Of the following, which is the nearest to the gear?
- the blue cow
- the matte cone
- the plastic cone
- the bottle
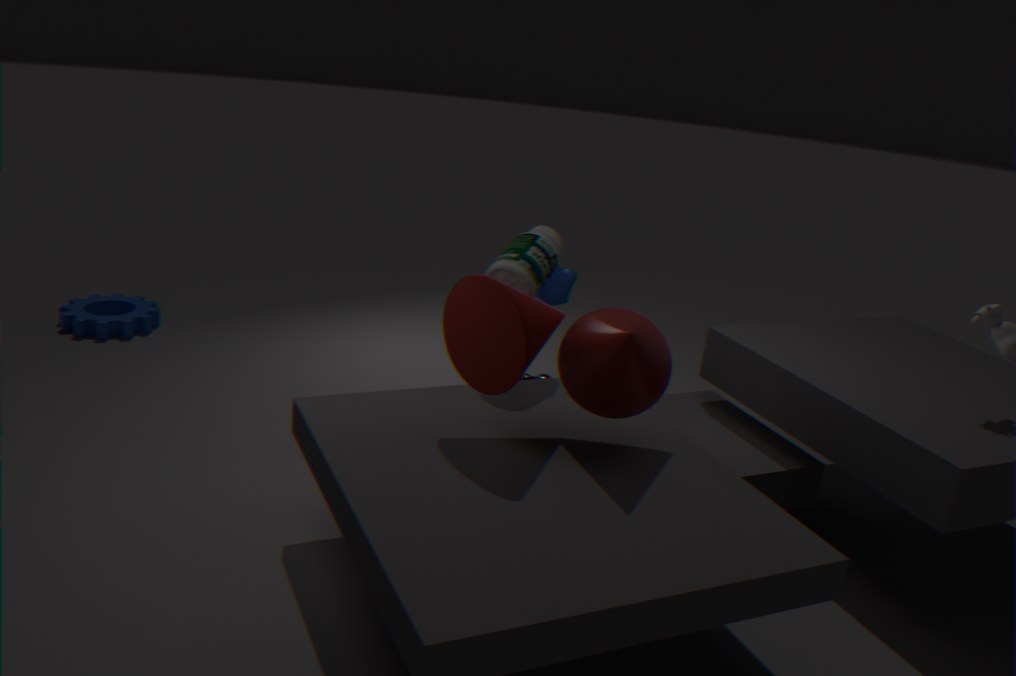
the blue cow
